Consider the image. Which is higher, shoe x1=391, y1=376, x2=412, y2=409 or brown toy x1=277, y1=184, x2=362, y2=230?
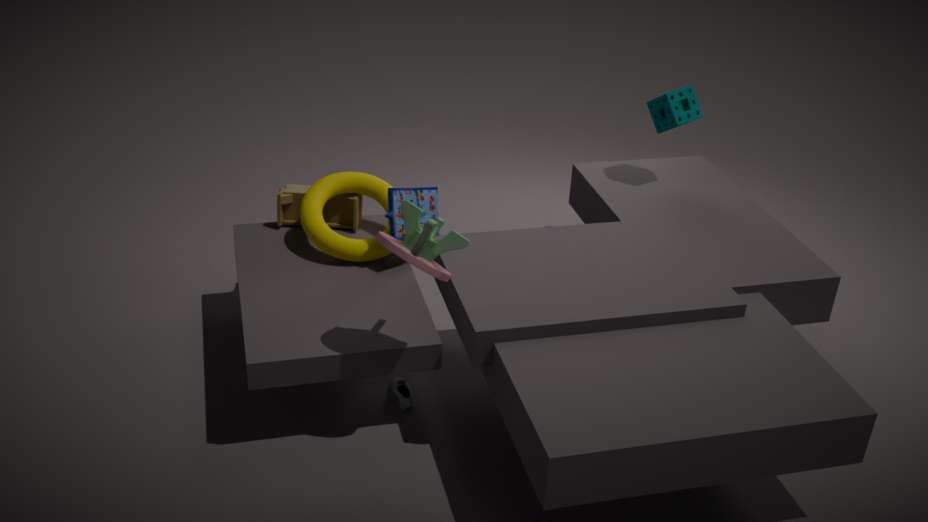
brown toy x1=277, y1=184, x2=362, y2=230
